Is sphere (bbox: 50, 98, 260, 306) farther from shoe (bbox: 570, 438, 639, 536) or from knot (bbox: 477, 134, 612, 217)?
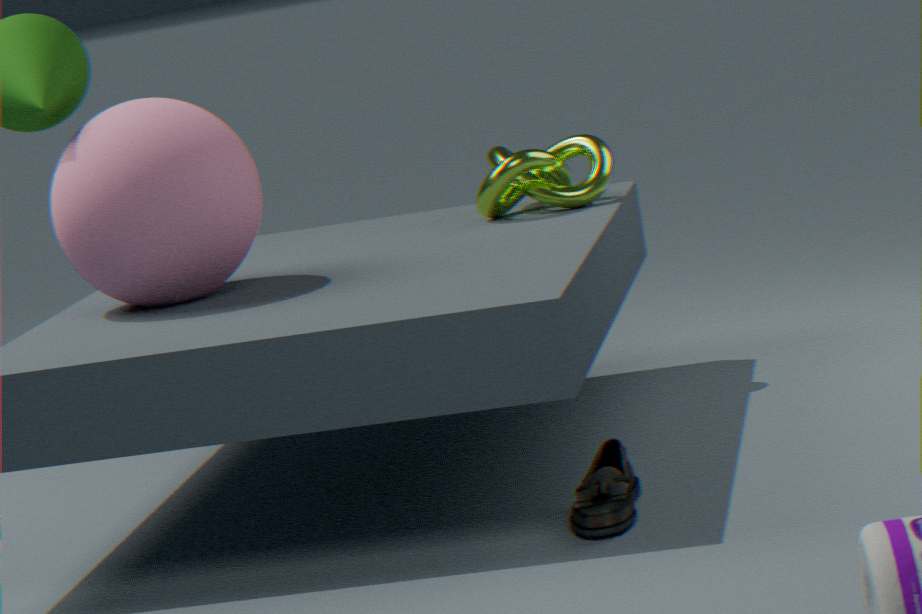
shoe (bbox: 570, 438, 639, 536)
